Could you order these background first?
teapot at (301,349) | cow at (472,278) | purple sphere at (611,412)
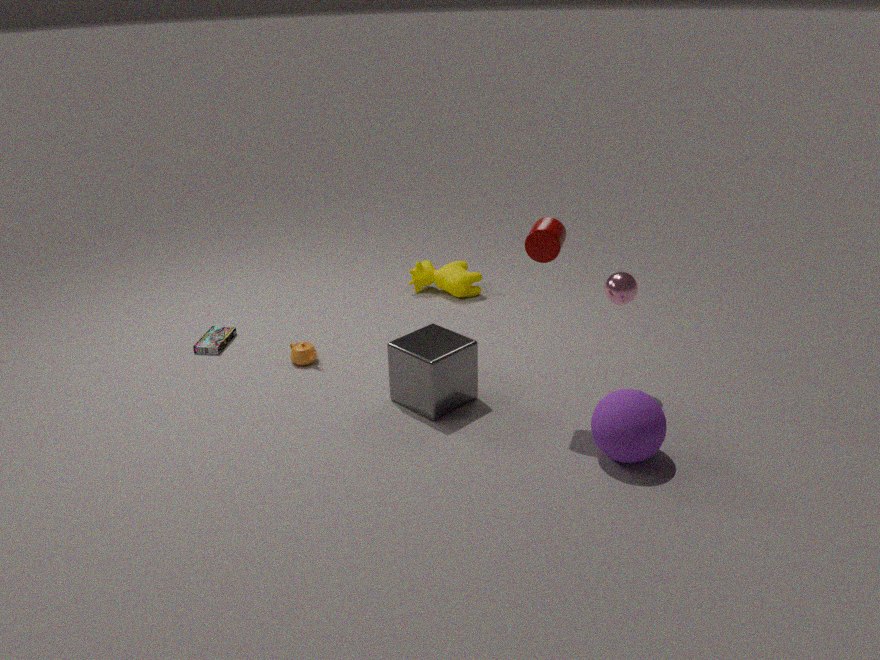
cow at (472,278) < teapot at (301,349) < purple sphere at (611,412)
